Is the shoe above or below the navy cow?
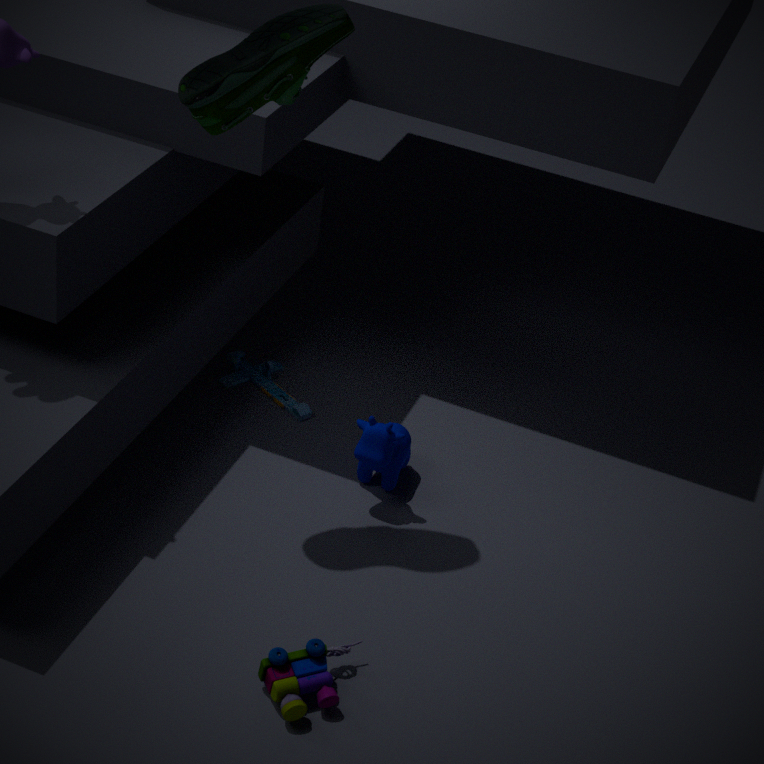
above
